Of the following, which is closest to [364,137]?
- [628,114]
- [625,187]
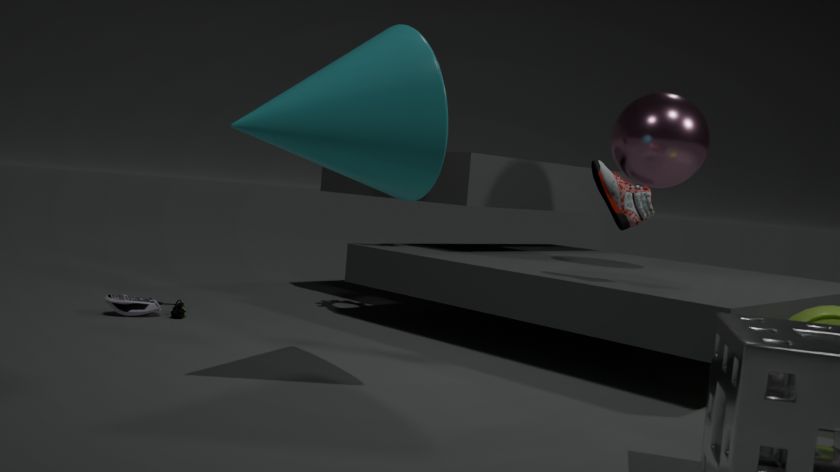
[625,187]
